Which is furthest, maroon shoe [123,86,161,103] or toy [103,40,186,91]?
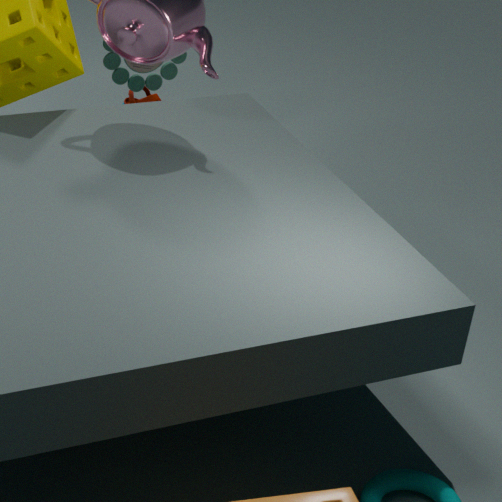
maroon shoe [123,86,161,103]
